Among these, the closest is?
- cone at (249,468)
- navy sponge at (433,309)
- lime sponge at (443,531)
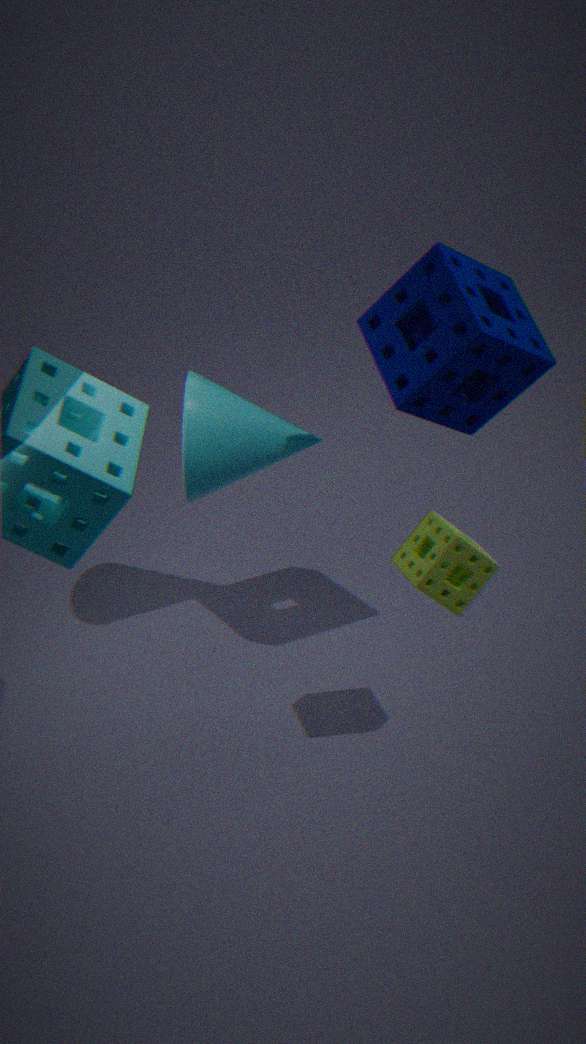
lime sponge at (443,531)
